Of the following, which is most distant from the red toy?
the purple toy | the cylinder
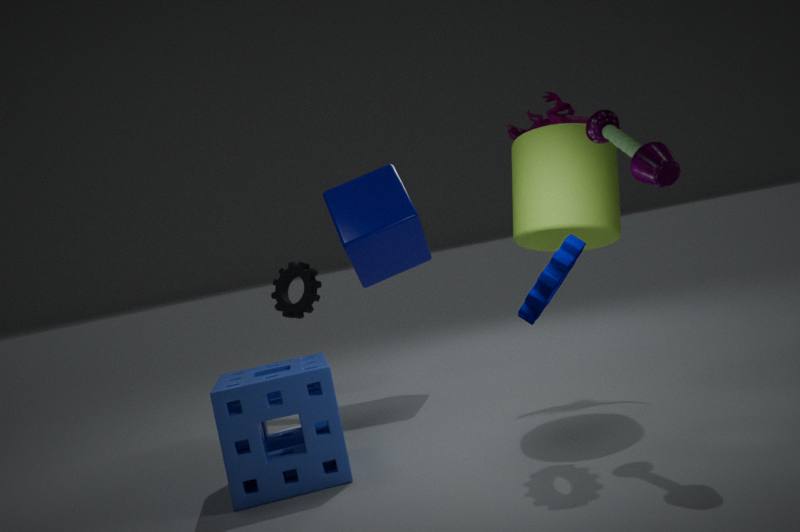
the purple toy
